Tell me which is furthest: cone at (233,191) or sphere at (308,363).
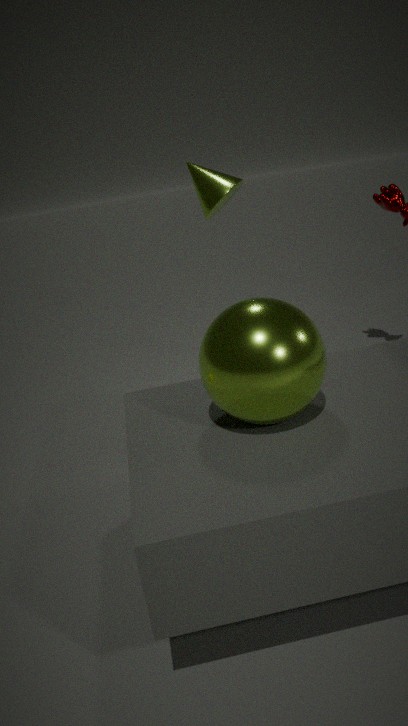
cone at (233,191)
